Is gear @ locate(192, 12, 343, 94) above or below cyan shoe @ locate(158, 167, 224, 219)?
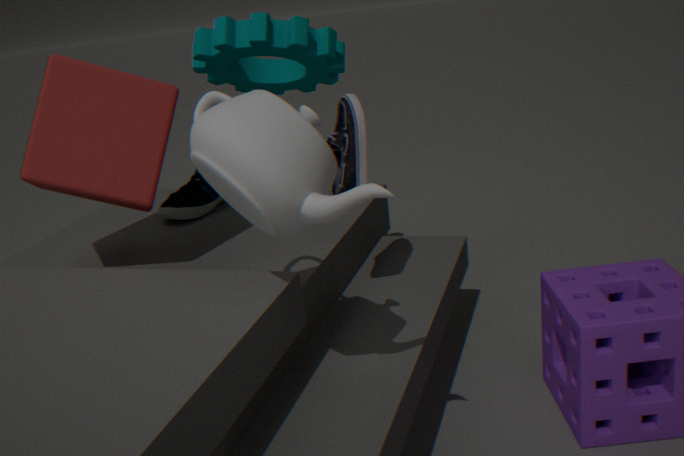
above
